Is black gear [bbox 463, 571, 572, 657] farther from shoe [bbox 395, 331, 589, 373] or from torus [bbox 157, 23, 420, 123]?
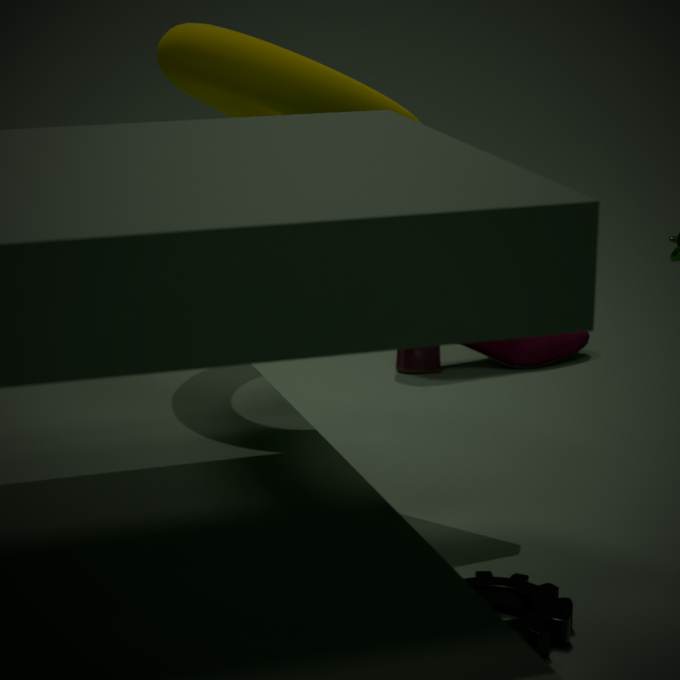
shoe [bbox 395, 331, 589, 373]
